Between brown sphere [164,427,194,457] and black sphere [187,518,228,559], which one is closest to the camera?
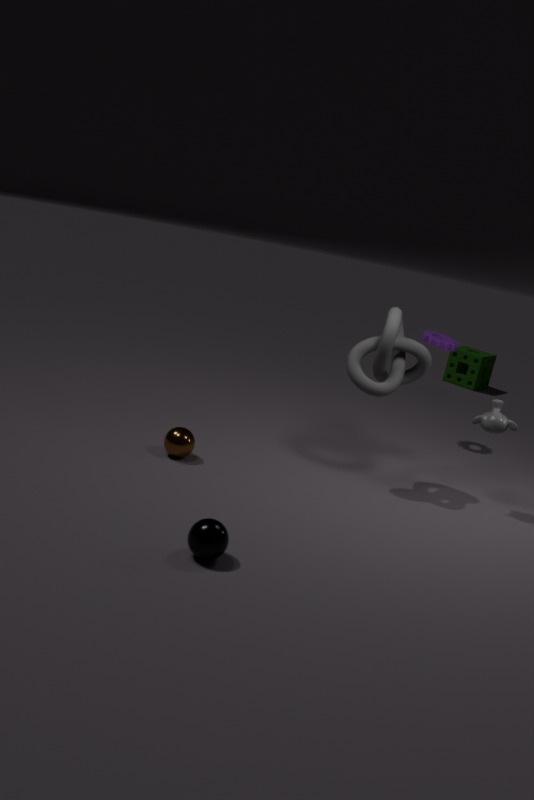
black sphere [187,518,228,559]
